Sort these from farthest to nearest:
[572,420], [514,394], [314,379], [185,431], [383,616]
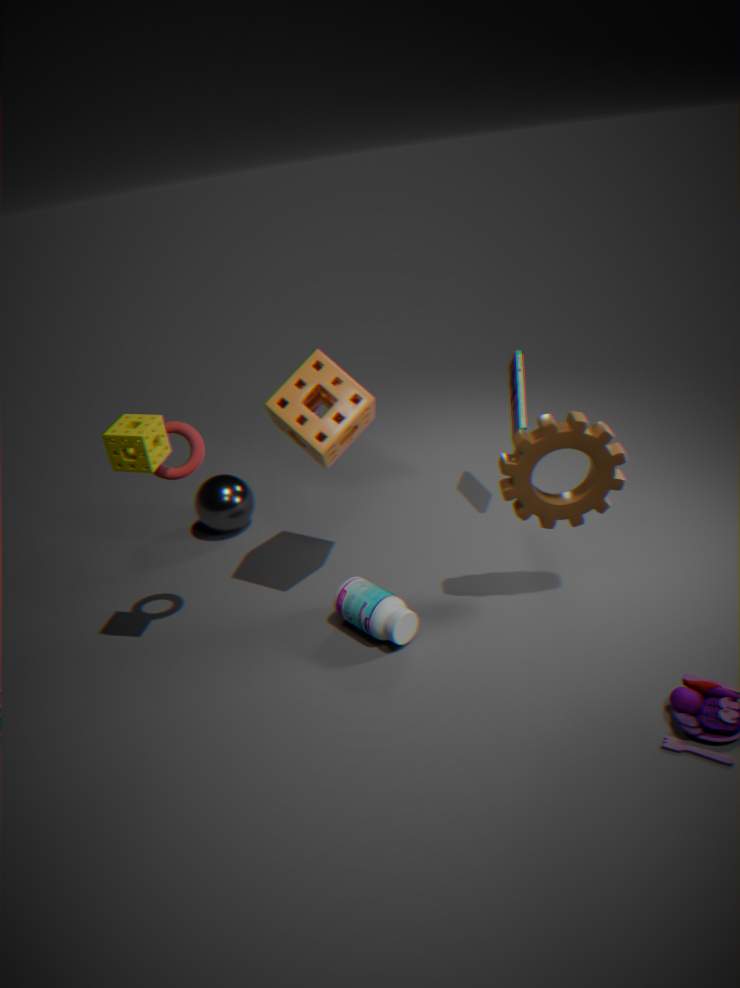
[514,394], [314,379], [383,616], [185,431], [572,420]
